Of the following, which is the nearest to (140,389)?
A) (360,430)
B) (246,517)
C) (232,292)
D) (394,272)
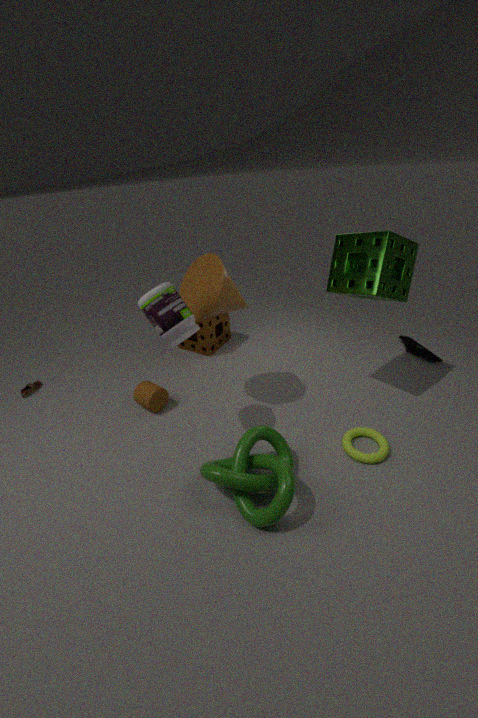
(232,292)
